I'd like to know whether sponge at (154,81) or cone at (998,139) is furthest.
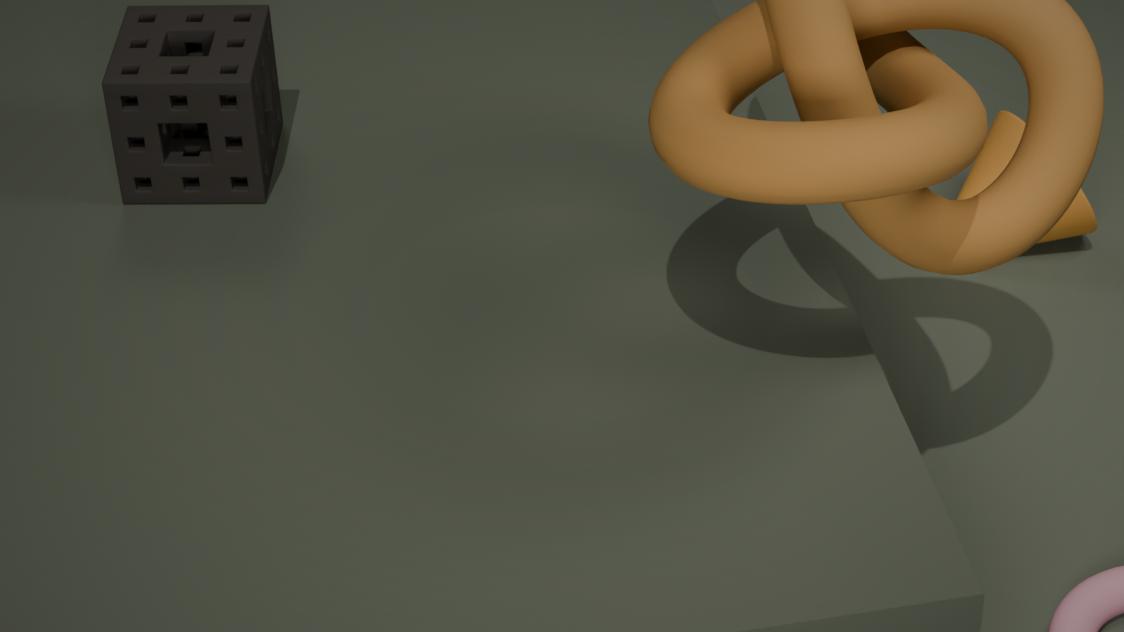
cone at (998,139)
